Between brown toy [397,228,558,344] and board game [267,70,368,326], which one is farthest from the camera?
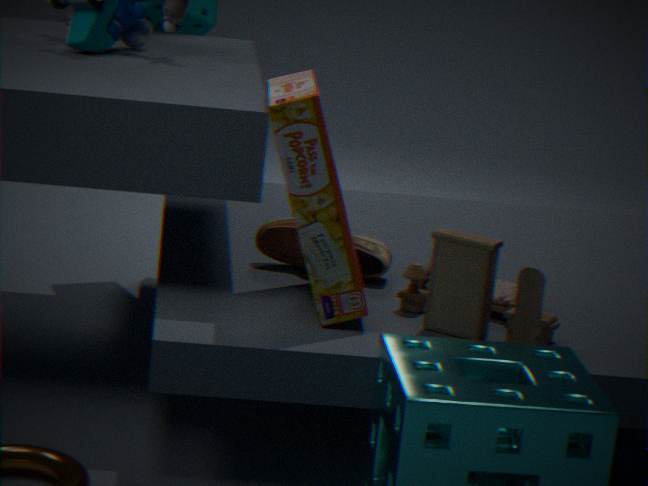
brown toy [397,228,558,344]
